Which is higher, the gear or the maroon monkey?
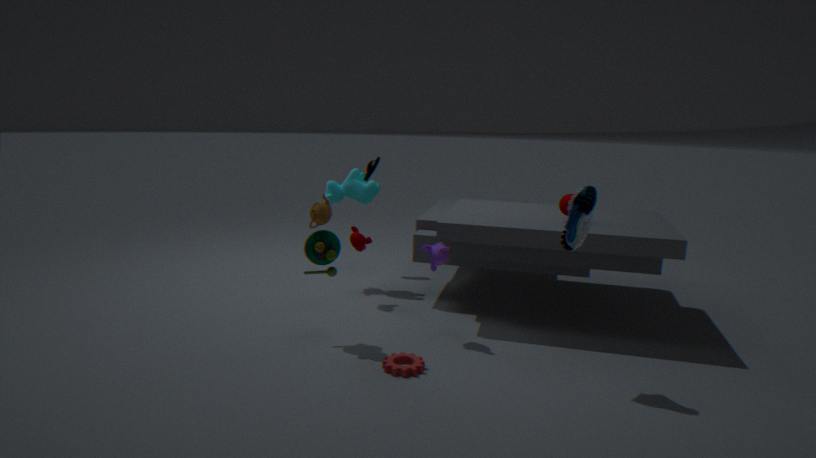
the maroon monkey
